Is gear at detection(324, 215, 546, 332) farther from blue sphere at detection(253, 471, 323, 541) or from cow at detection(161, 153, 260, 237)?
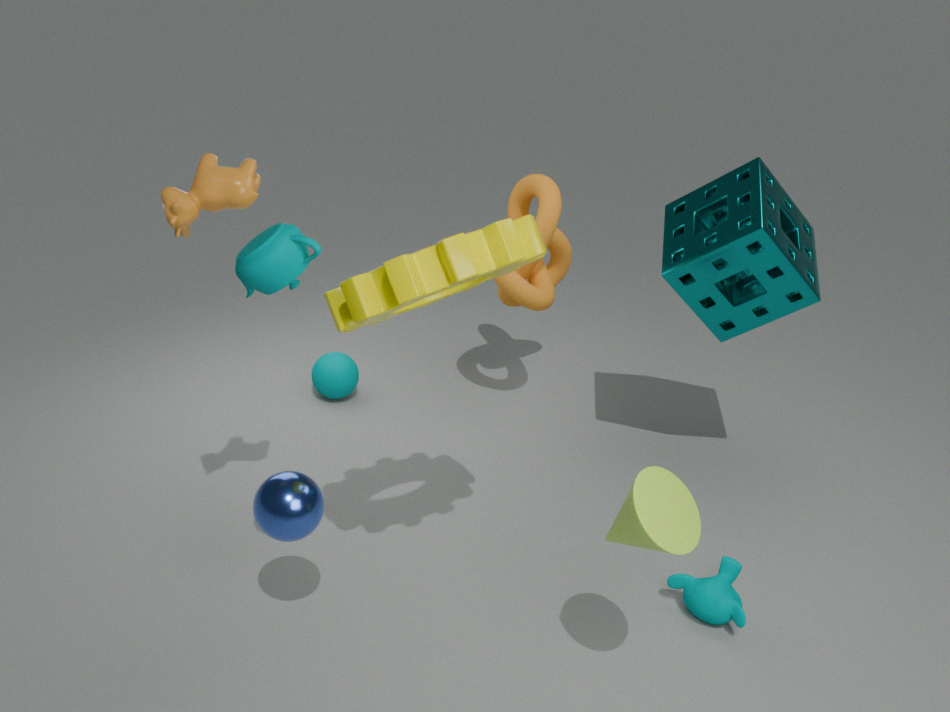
blue sphere at detection(253, 471, 323, 541)
